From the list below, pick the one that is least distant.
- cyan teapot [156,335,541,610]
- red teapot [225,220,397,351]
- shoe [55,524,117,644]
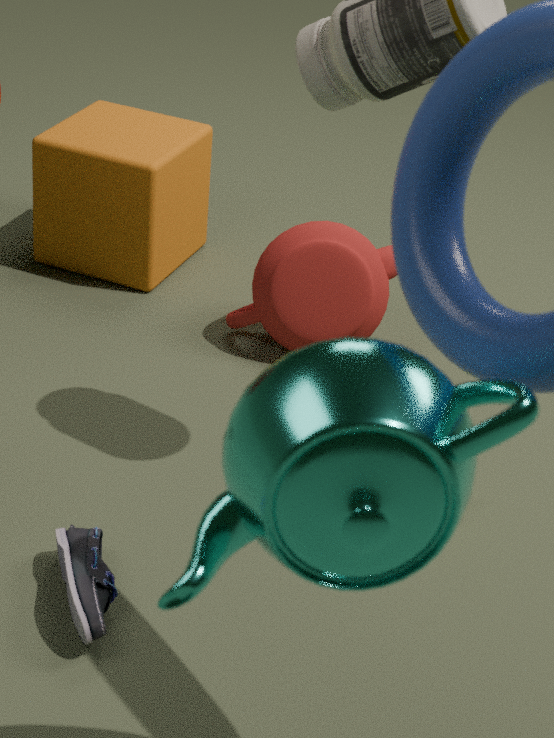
cyan teapot [156,335,541,610]
